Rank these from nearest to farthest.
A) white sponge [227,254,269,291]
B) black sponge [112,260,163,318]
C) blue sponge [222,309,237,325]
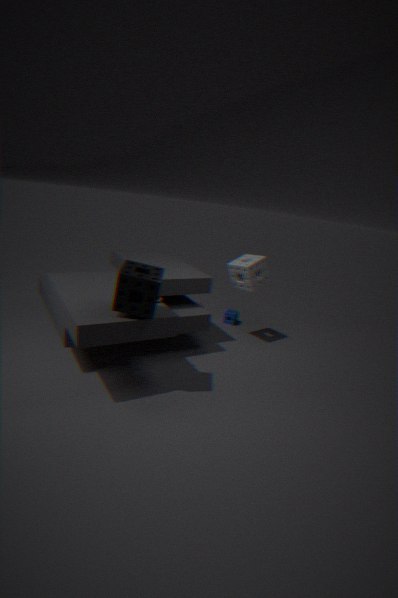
black sponge [112,260,163,318] < white sponge [227,254,269,291] < blue sponge [222,309,237,325]
